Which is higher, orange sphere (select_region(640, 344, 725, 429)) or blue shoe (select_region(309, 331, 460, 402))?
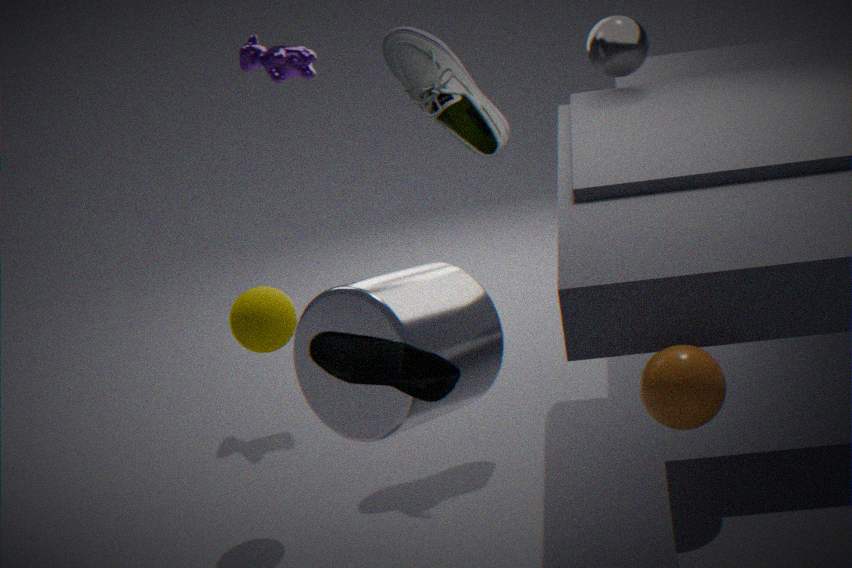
blue shoe (select_region(309, 331, 460, 402))
